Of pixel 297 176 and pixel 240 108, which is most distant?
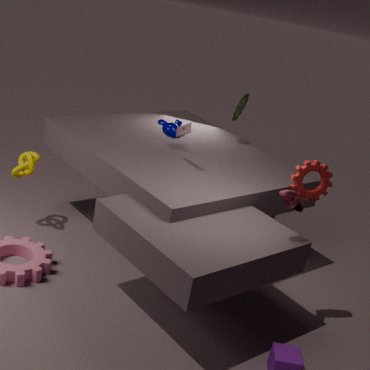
pixel 240 108
